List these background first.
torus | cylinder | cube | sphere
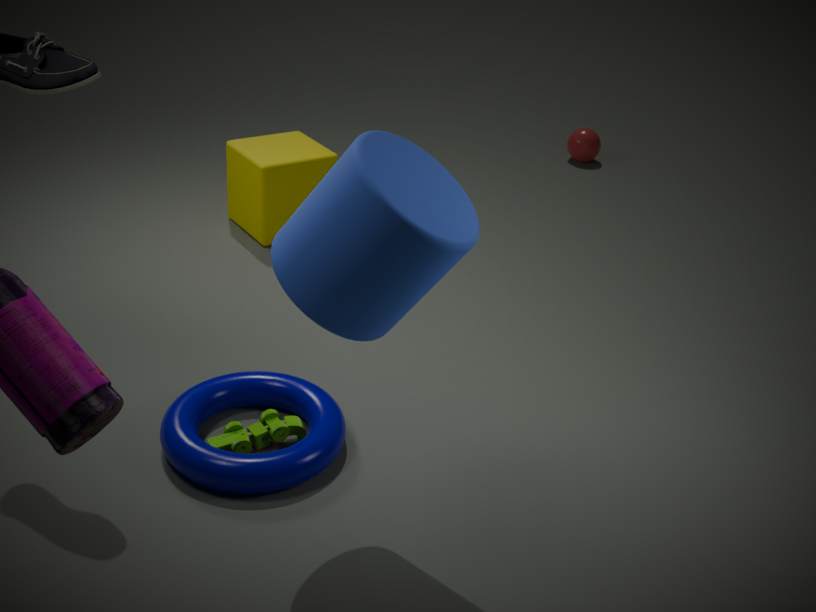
sphere < cube < torus < cylinder
